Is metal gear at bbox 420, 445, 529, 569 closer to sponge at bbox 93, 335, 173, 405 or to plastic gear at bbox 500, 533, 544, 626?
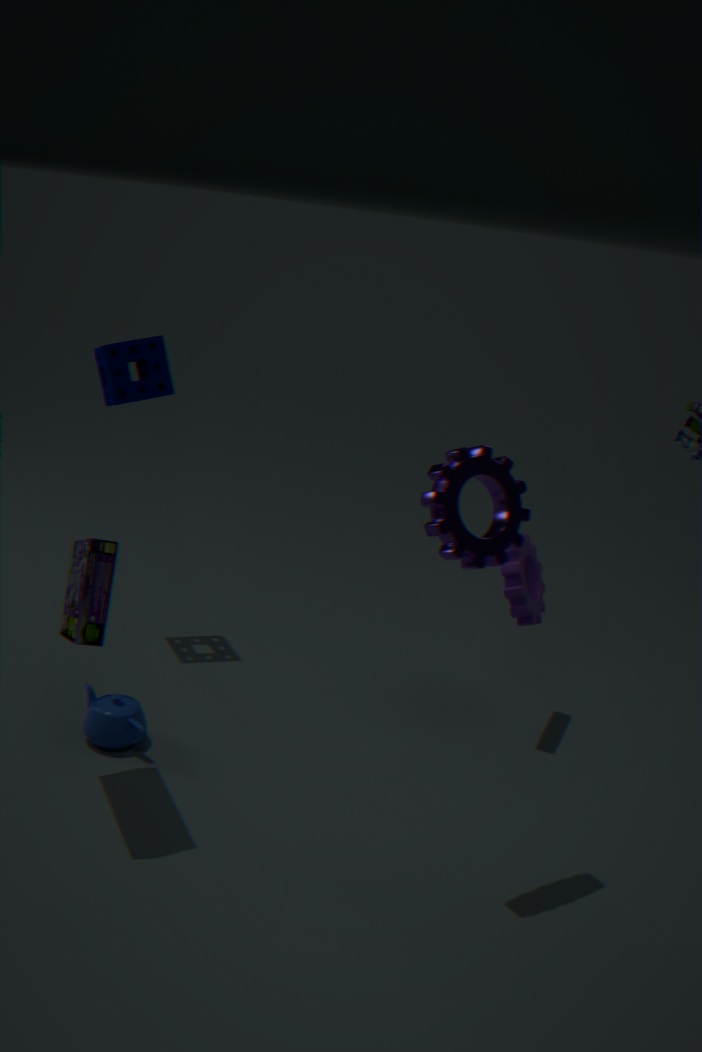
plastic gear at bbox 500, 533, 544, 626
